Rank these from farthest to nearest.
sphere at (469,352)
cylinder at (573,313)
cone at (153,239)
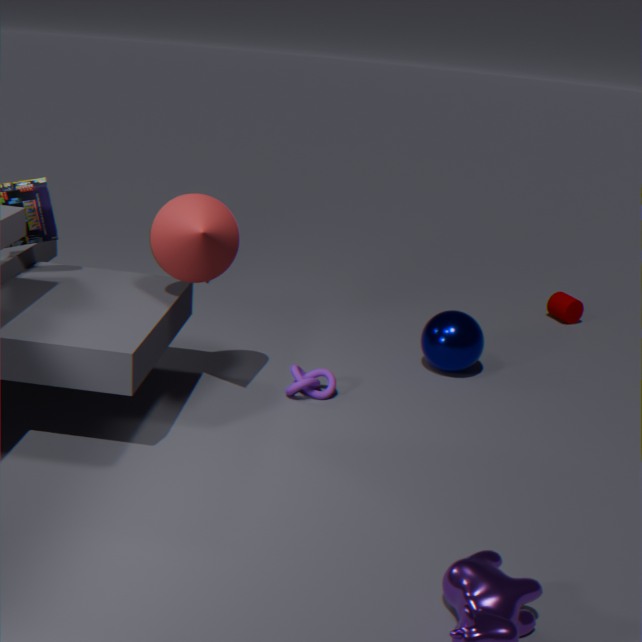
cylinder at (573,313)
sphere at (469,352)
cone at (153,239)
